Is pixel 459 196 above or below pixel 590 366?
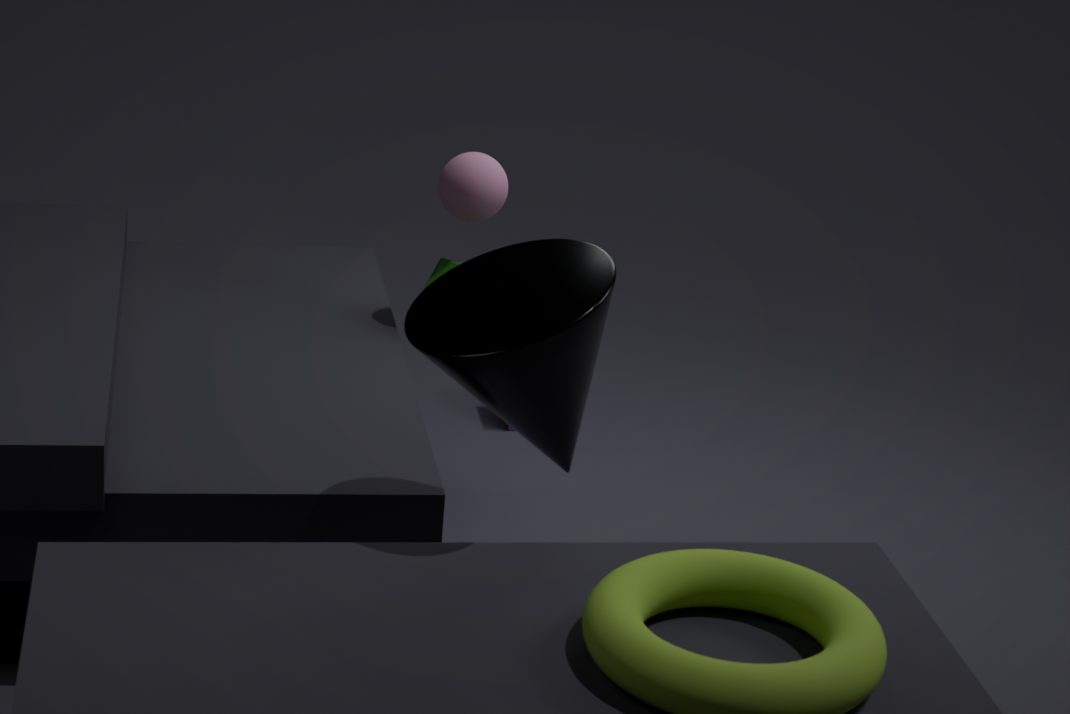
below
